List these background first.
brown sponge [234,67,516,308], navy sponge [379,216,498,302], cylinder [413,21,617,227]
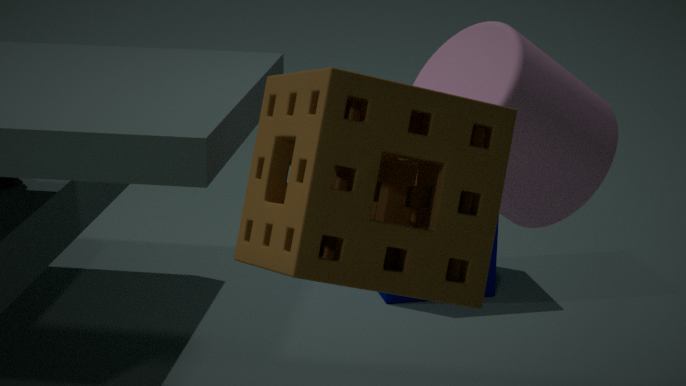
navy sponge [379,216,498,302] → cylinder [413,21,617,227] → brown sponge [234,67,516,308]
